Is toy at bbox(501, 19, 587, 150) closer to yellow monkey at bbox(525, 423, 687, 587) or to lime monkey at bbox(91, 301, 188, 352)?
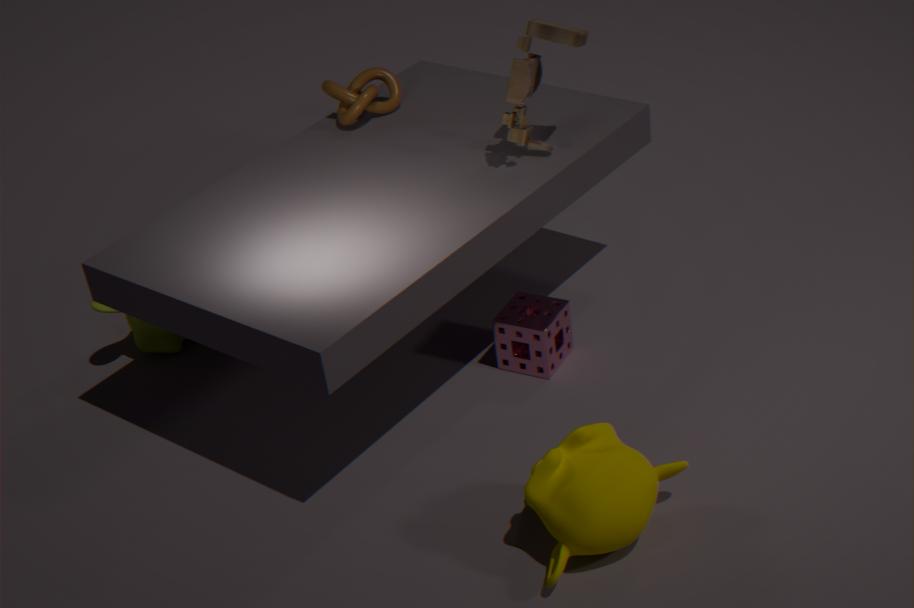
yellow monkey at bbox(525, 423, 687, 587)
